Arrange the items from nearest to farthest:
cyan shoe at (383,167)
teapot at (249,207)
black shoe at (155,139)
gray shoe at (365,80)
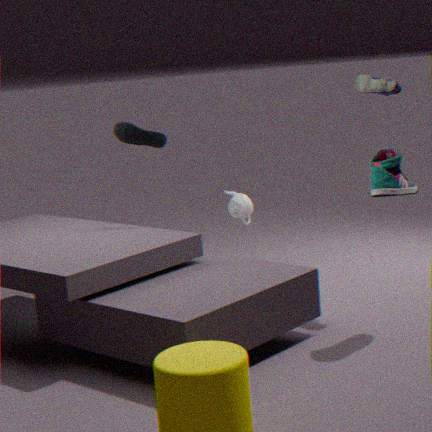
cyan shoe at (383,167)
gray shoe at (365,80)
black shoe at (155,139)
teapot at (249,207)
